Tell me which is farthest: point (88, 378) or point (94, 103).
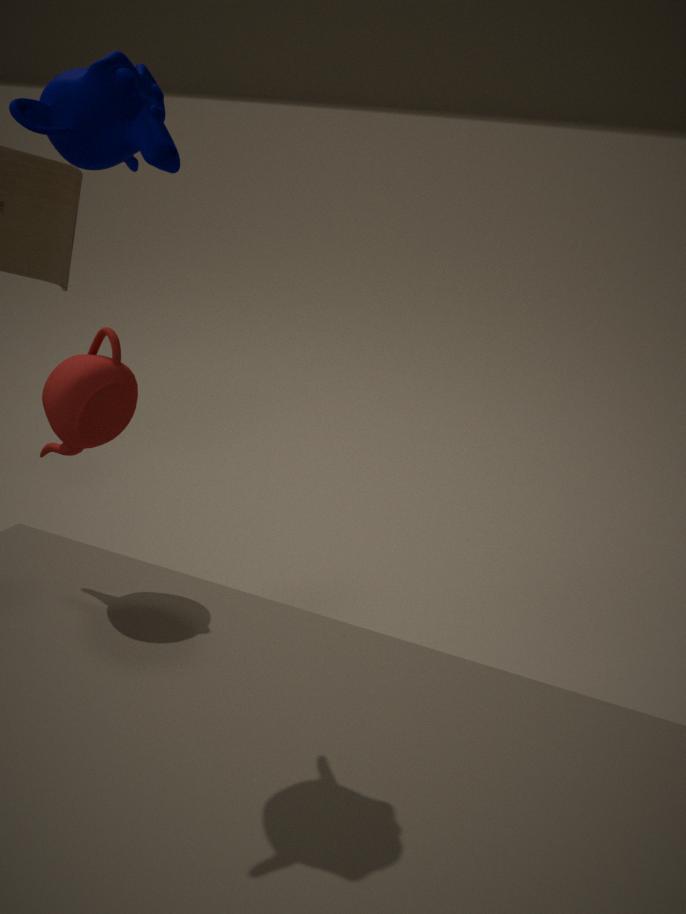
point (88, 378)
